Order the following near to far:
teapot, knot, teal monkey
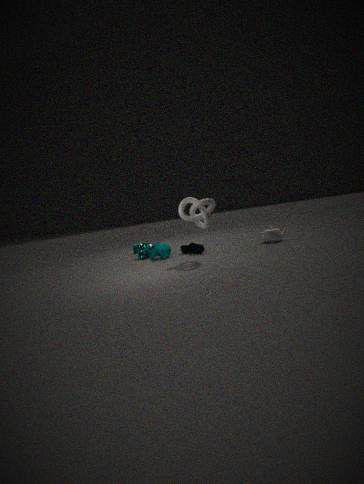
knot
teapot
teal monkey
